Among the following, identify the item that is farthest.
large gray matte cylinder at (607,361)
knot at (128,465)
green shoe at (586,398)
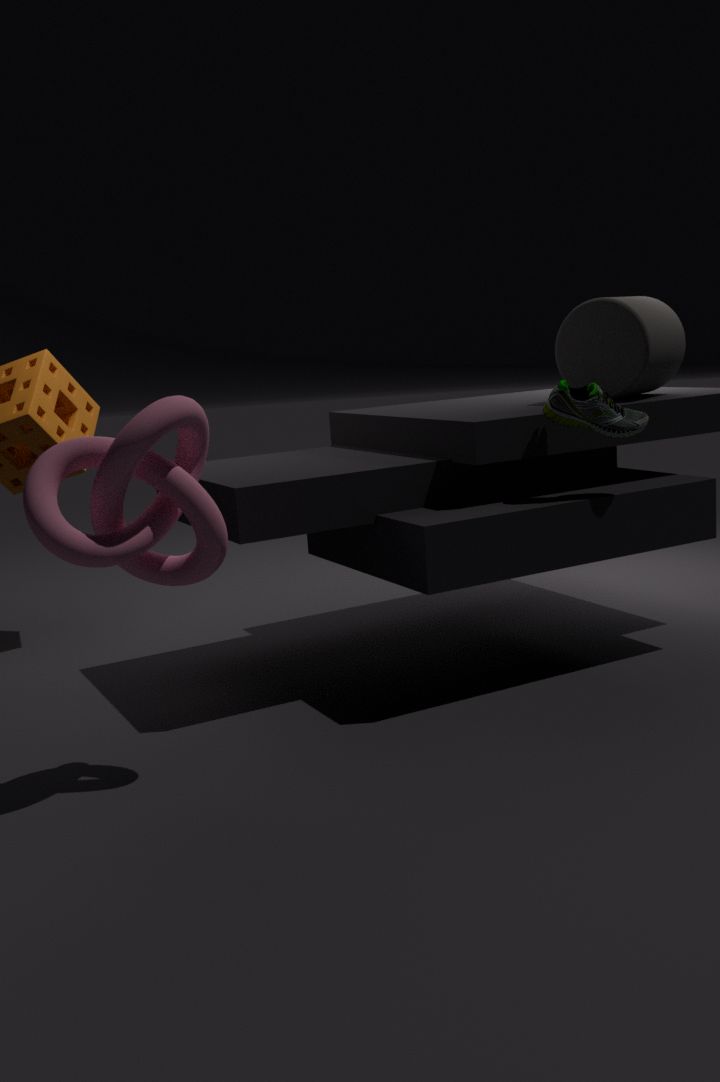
large gray matte cylinder at (607,361)
